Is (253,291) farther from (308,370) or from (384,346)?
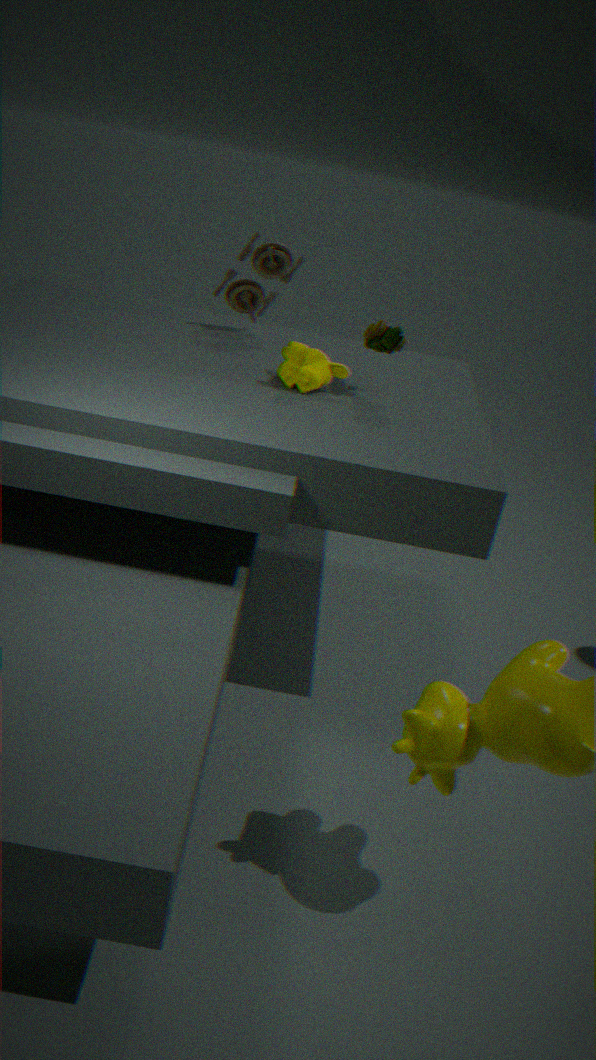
(384,346)
